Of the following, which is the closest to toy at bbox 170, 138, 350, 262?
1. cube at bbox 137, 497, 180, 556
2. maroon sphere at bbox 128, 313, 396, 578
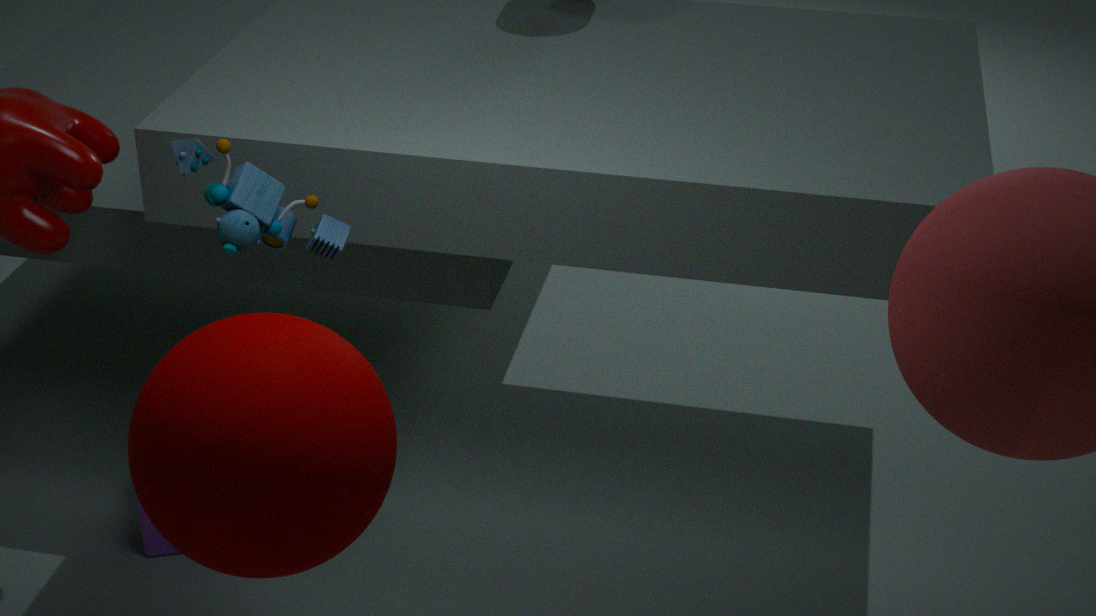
maroon sphere at bbox 128, 313, 396, 578
